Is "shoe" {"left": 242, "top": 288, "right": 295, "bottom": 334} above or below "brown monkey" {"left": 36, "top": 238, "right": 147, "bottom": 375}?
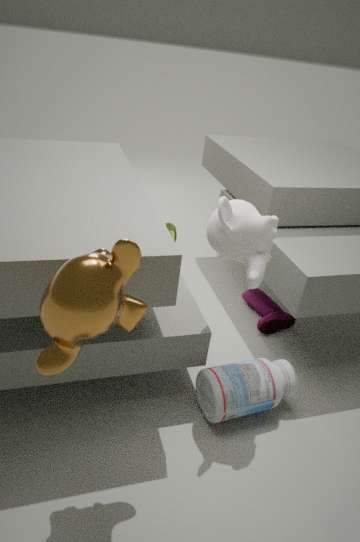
below
